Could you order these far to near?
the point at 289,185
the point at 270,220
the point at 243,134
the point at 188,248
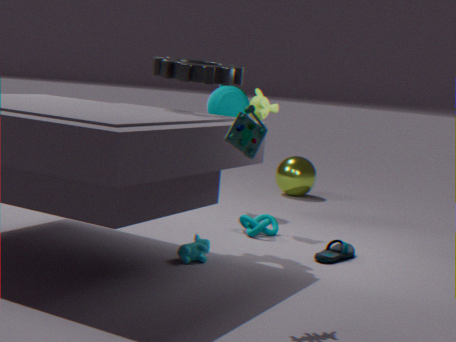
1. the point at 289,185
2. the point at 270,220
3. the point at 188,248
4. the point at 243,134
